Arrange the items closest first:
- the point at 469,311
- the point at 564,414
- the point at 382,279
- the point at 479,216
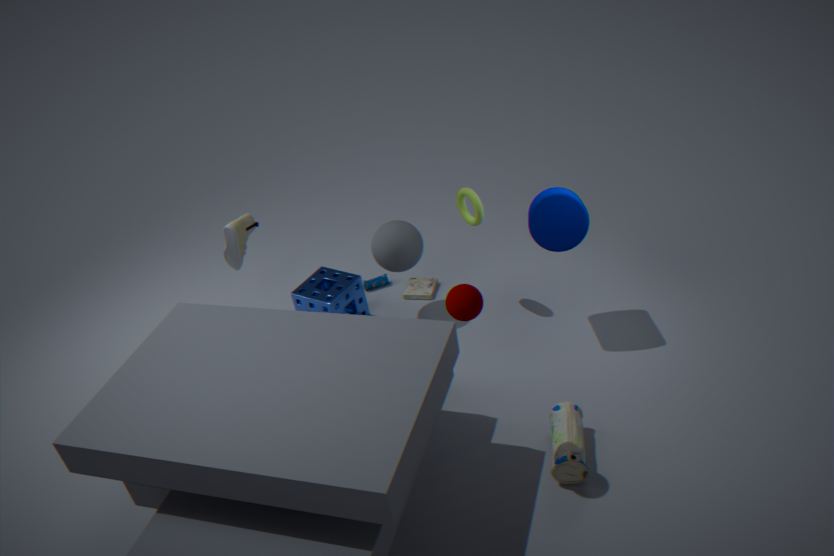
the point at 469,311
the point at 564,414
the point at 479,216
the point at 382,279
